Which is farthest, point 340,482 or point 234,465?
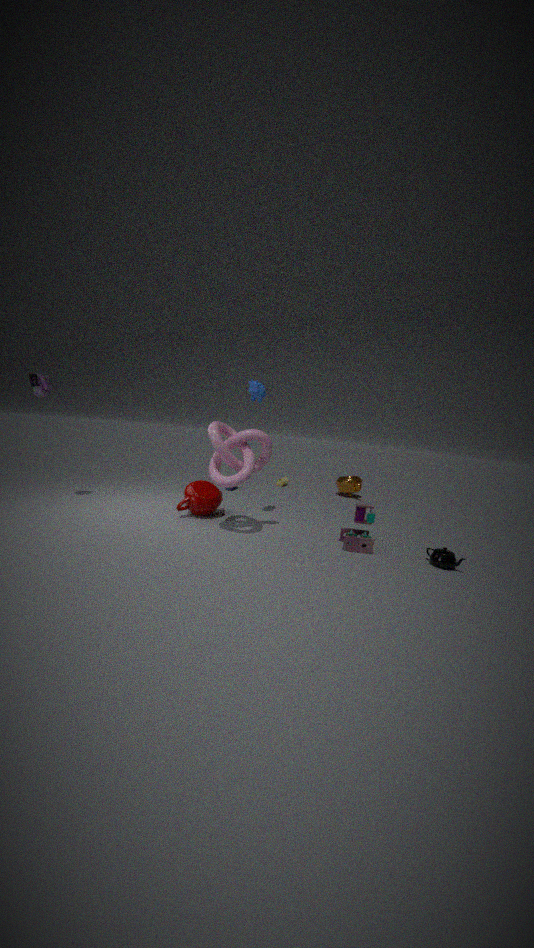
point 340,482
